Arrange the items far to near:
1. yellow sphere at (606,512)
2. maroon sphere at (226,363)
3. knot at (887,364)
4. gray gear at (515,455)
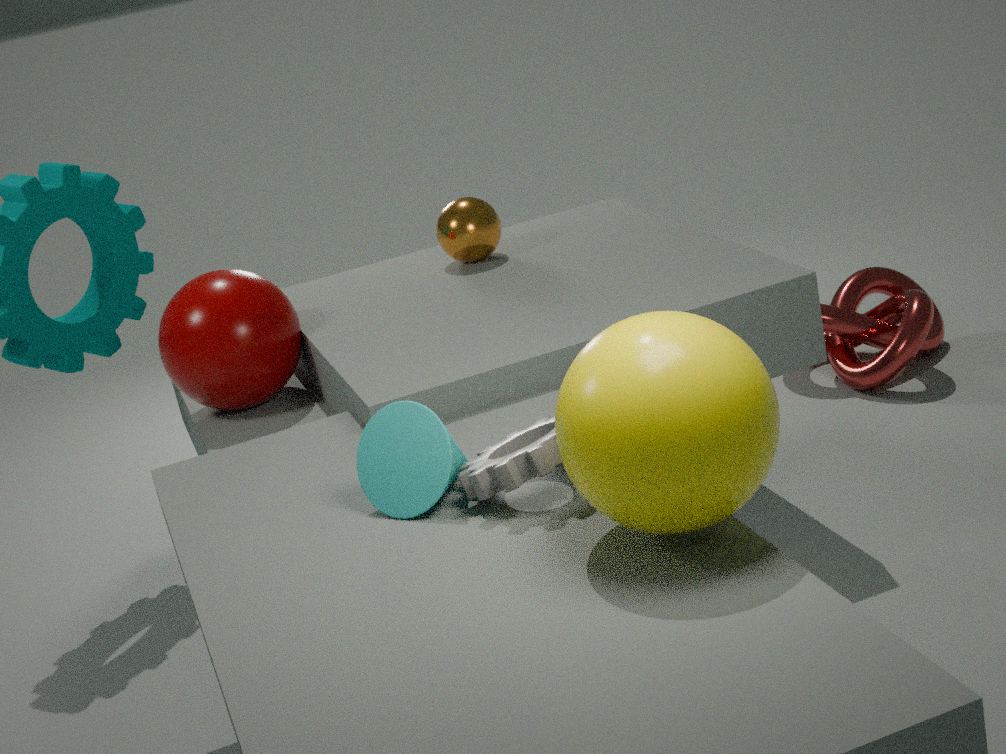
1. knot at (887,364)
2. maroon sphere at (226,363)
3. gray gear at (515,455)
4. yellow sphere at (606,512)
